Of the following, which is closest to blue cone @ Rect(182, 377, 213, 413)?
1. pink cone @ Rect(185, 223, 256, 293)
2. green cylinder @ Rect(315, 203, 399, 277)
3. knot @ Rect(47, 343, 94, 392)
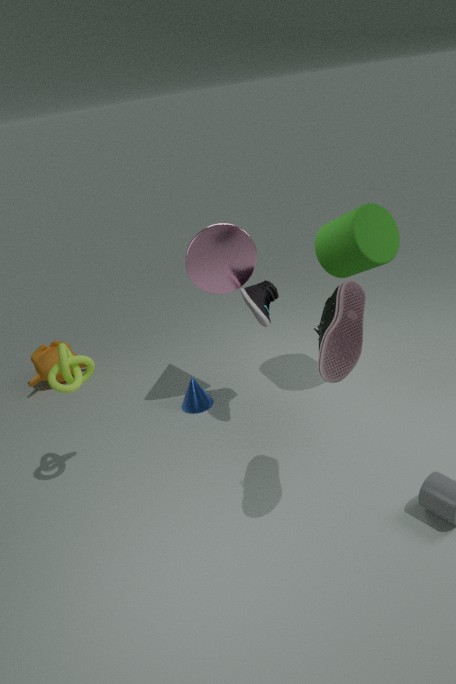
pink cone @ Rect(185, 223, 256, 293)
